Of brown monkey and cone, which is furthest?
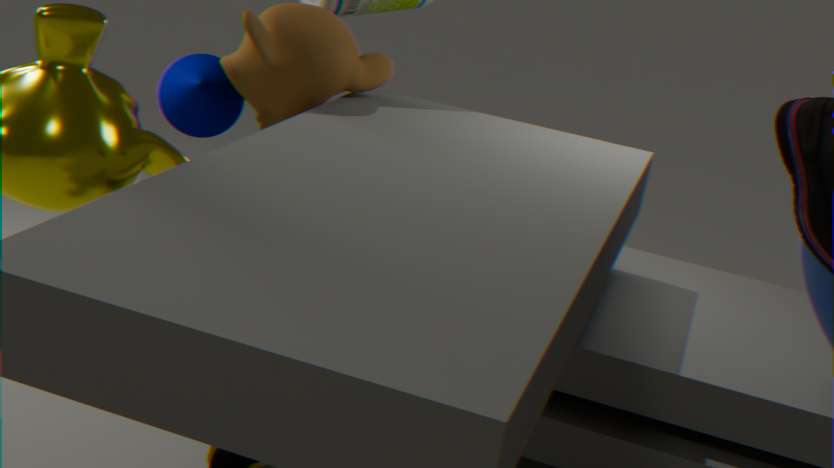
cone
